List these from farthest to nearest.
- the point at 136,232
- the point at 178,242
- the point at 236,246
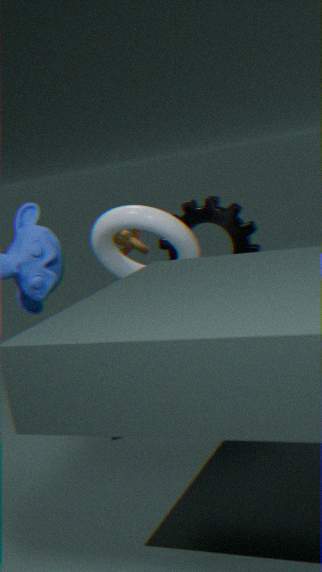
1. the point at 136,232
2. the point at 236,246
3. the point at 178,242
